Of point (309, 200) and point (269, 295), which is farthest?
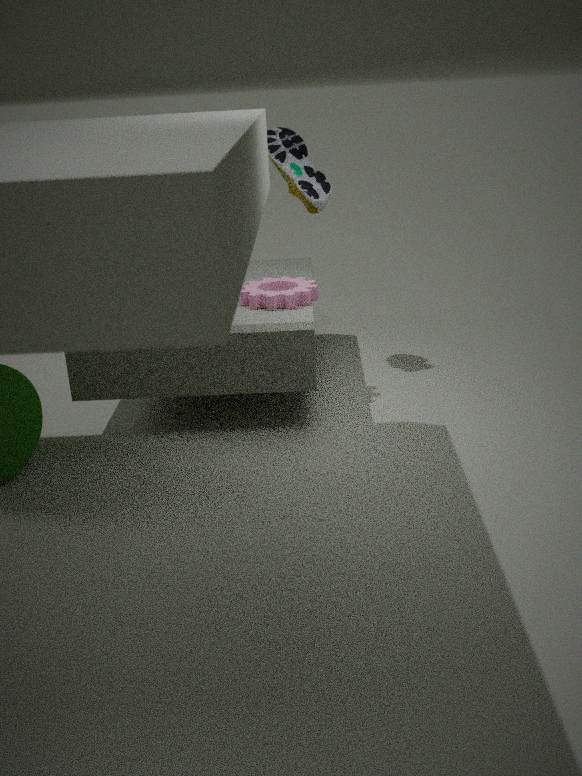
point (309, 200)
